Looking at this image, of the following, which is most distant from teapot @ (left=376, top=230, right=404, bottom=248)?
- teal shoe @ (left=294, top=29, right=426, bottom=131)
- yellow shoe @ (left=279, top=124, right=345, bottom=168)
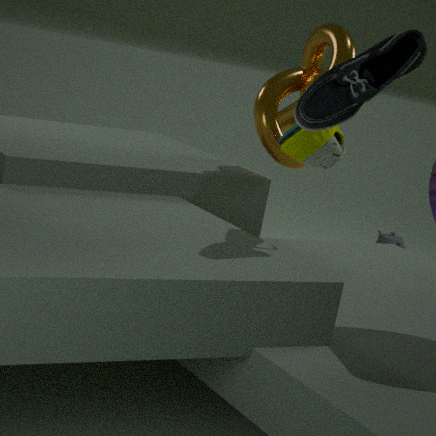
teal shoe @ (left=294, top=29, right=426, bottom=131)
